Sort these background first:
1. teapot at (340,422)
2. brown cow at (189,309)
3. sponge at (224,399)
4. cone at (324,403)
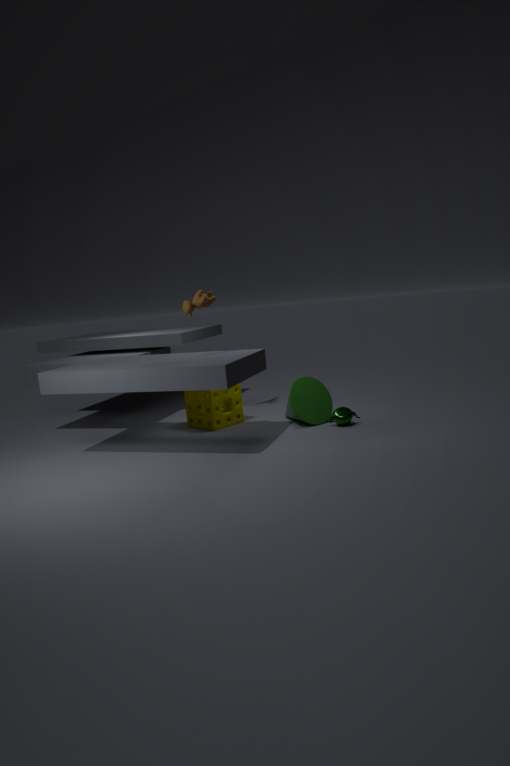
sponge at (224,399) → cone at (324,403) → teapot at (340,422) → brown cow at (189,309)
